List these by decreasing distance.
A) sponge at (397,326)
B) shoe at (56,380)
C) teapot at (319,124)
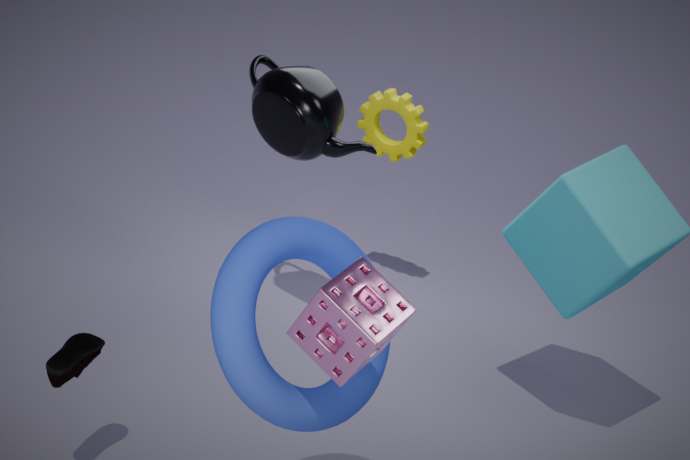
1. teapot at (319,124)
2. shoe at (56,380)
3. sponge at (397,326)
